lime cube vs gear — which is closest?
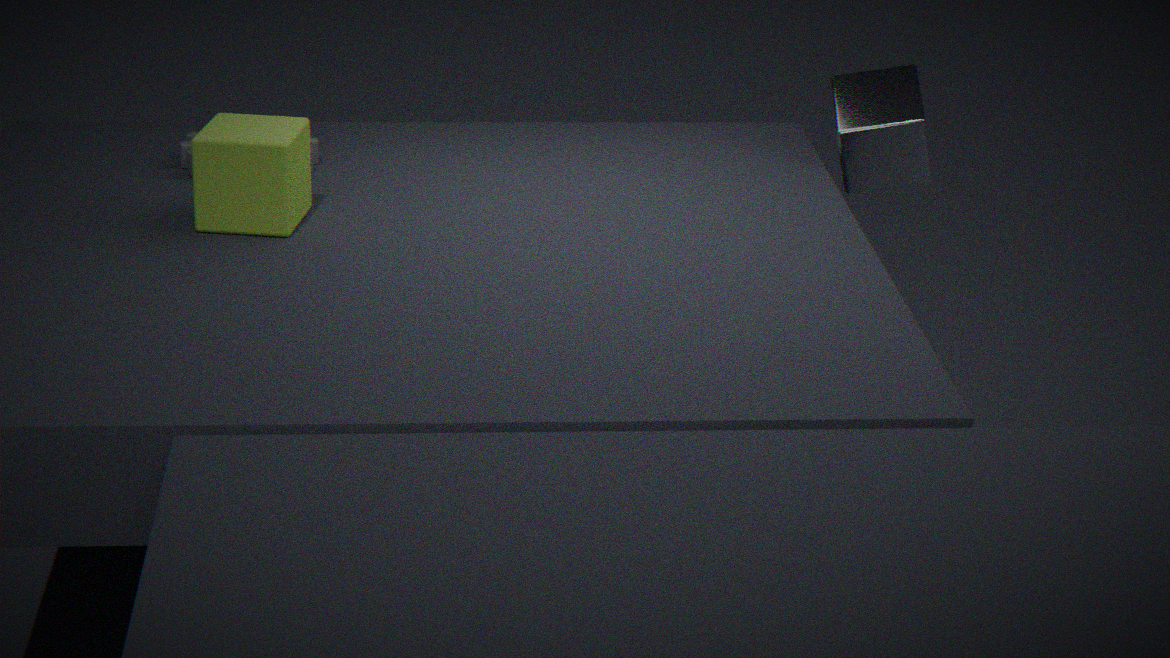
lime cube
